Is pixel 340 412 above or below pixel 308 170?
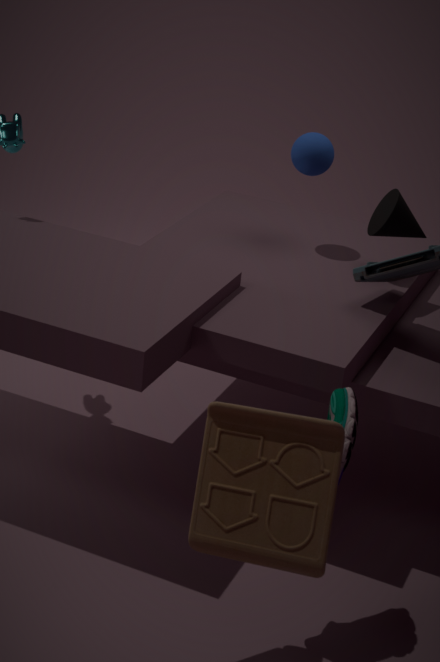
below
